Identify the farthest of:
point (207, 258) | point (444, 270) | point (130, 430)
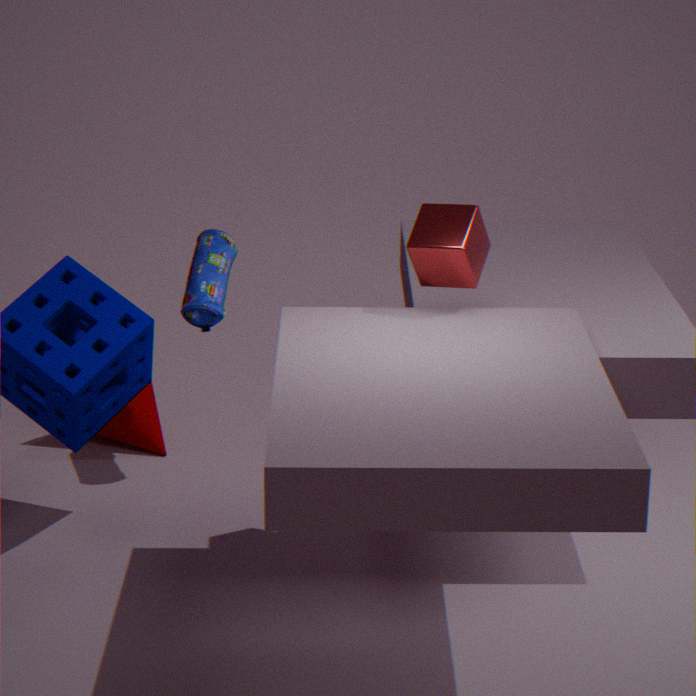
point (130, 430)
